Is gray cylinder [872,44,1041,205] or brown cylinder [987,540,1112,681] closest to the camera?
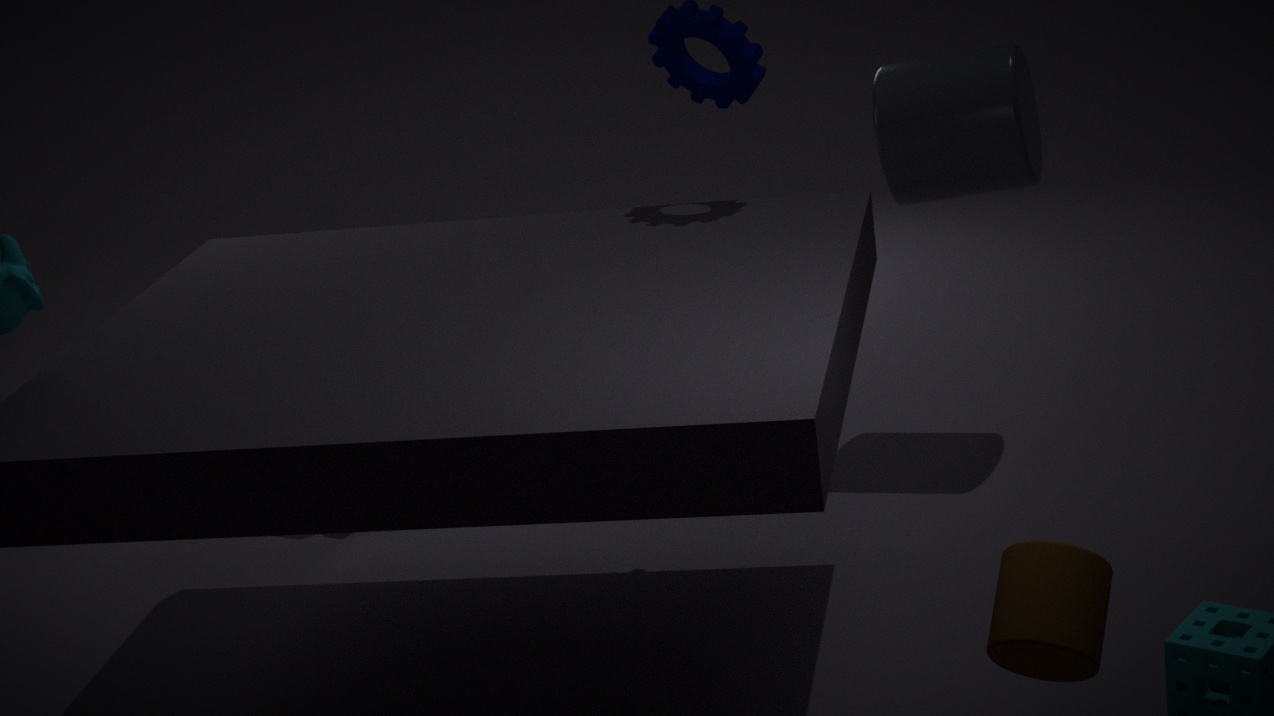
brown cylinder [987,540,1112,681]
